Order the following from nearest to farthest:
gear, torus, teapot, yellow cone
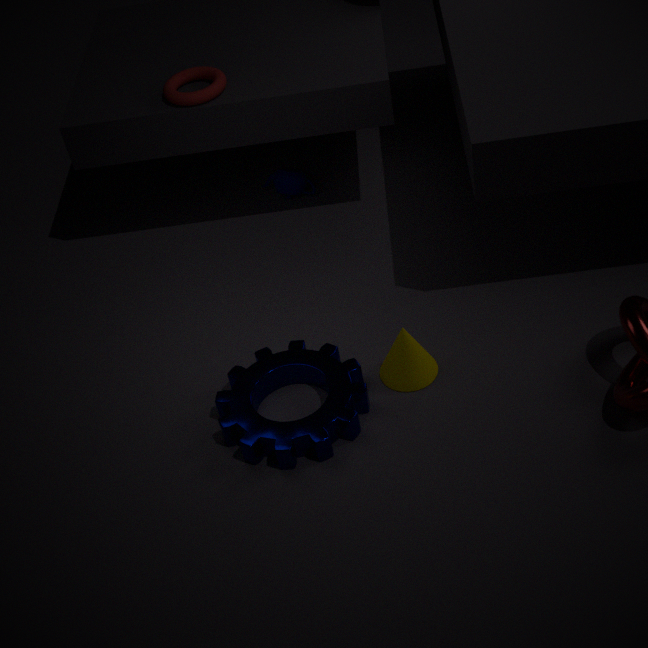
1. gear
2. yellow cone
3. torus
4. teapot
